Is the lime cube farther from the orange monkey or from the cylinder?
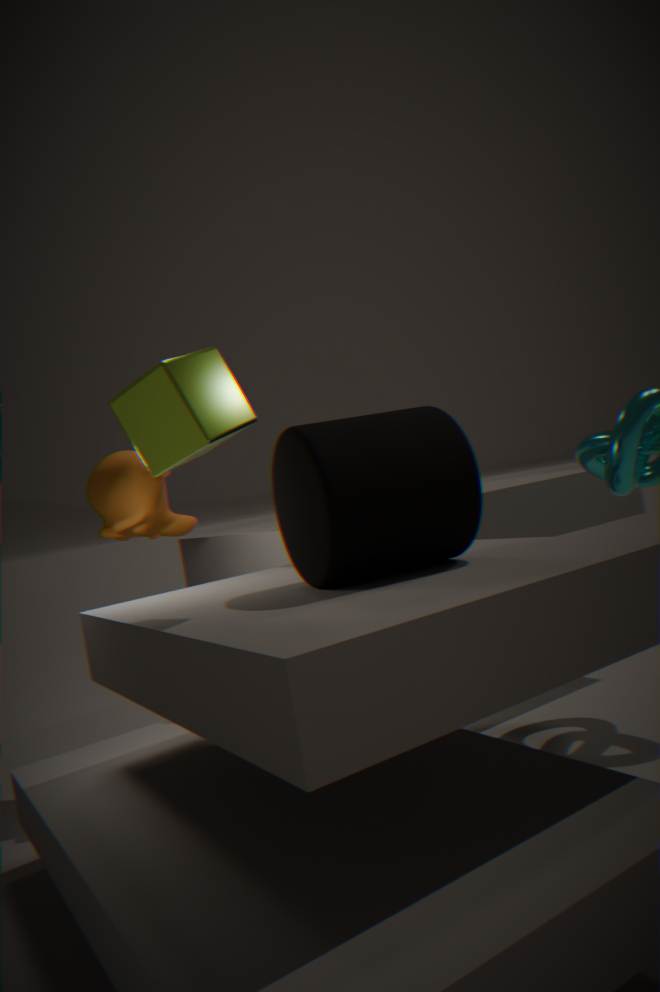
the orange monkey
